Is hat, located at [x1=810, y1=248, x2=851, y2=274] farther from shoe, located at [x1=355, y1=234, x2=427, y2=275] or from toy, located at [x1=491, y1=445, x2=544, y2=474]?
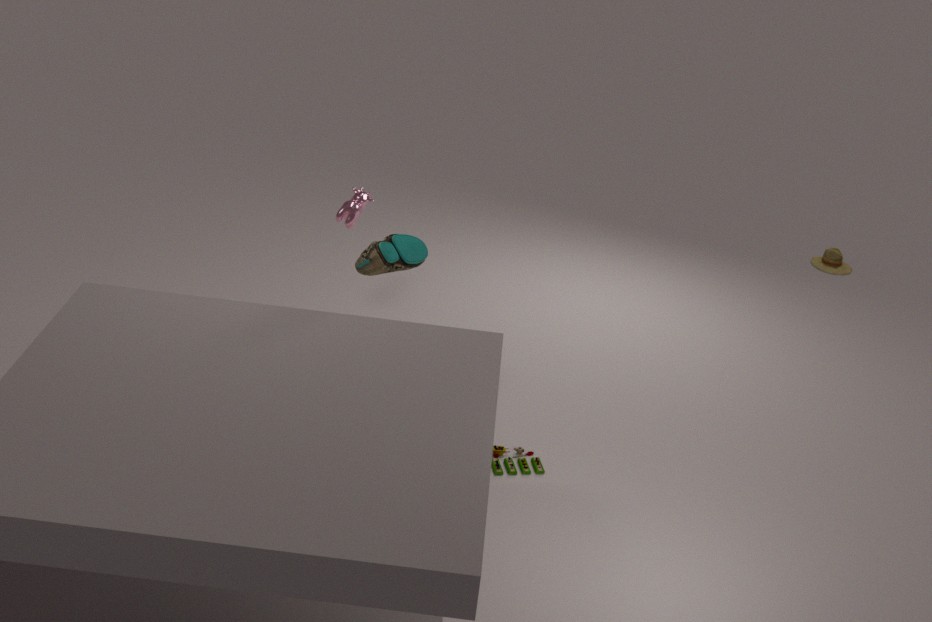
shoe, located at [x1=355, y1=234, x2=427, y2=275]
